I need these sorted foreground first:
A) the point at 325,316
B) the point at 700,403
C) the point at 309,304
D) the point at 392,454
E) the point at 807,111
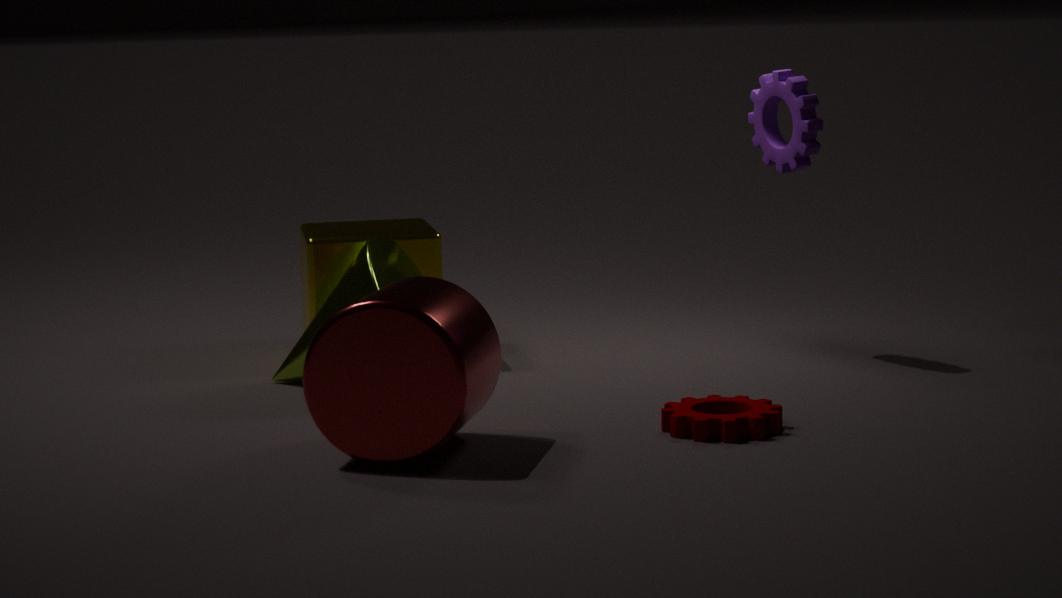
1. the point at 392,454
2. the point at 700,403
3. the point at 325,316
4. the point at 807,111
5. the point at 309,304
